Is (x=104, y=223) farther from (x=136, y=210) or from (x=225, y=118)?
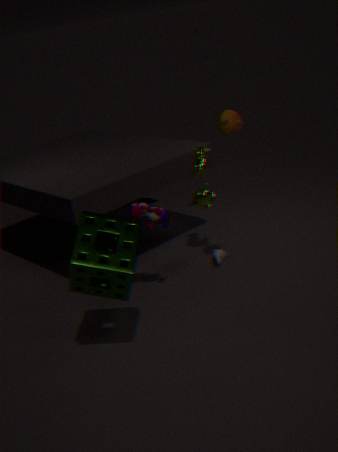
(x=225, y=118)
